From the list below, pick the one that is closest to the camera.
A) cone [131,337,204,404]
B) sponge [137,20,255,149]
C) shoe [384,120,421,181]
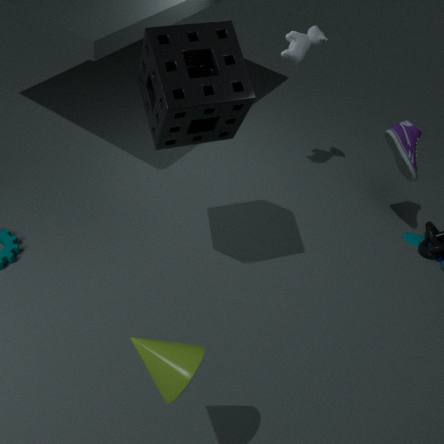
cone [131,337,204,404]
